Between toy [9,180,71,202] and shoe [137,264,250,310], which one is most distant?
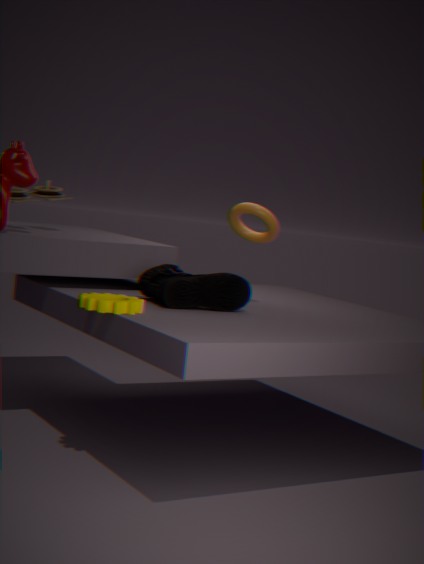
toy [9,180,71,202]
